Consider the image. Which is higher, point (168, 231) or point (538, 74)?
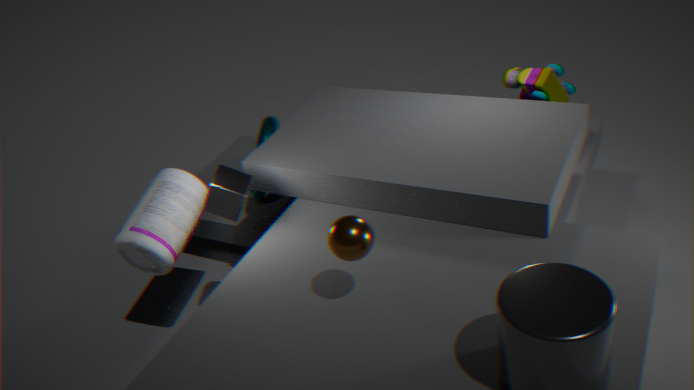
point (538, 74)
